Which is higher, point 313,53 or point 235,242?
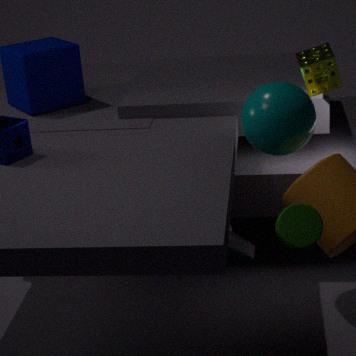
point 313,53
